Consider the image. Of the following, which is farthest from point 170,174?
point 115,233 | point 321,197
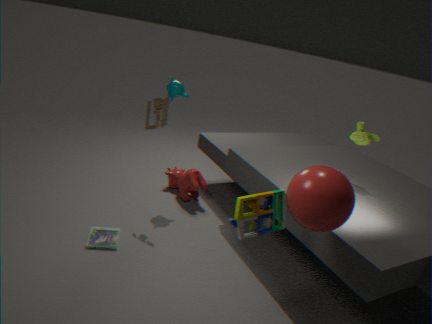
point 321,197
